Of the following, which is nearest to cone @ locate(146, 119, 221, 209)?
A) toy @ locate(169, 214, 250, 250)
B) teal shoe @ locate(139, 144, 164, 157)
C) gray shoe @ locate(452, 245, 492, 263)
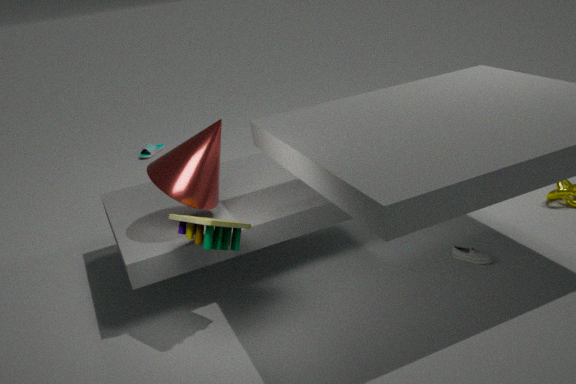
toy @ locate(169, 214, 250, 250)
